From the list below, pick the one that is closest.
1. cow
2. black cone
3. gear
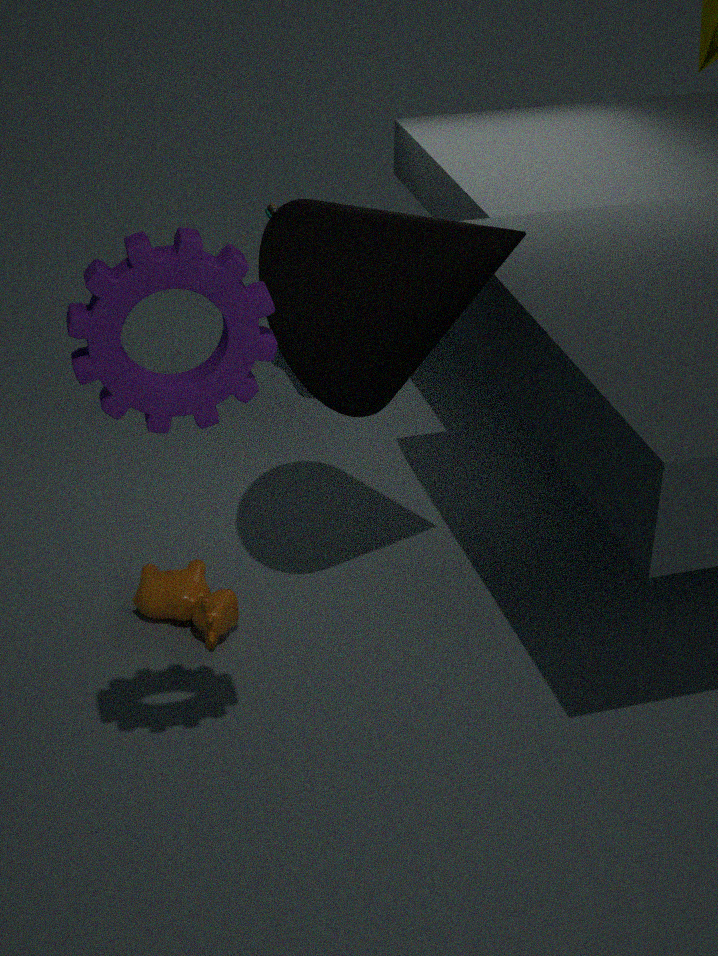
gear
